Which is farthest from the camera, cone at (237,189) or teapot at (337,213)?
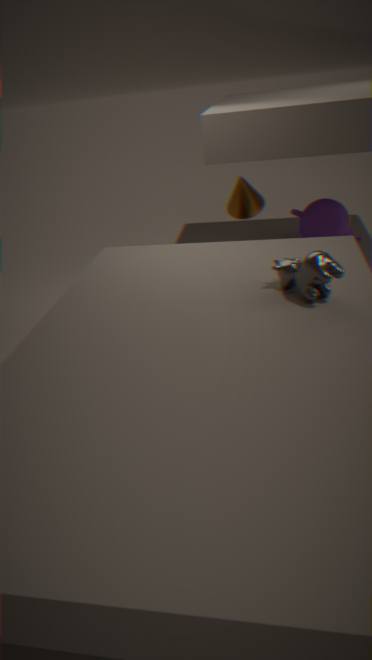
teapot at (337,213)
